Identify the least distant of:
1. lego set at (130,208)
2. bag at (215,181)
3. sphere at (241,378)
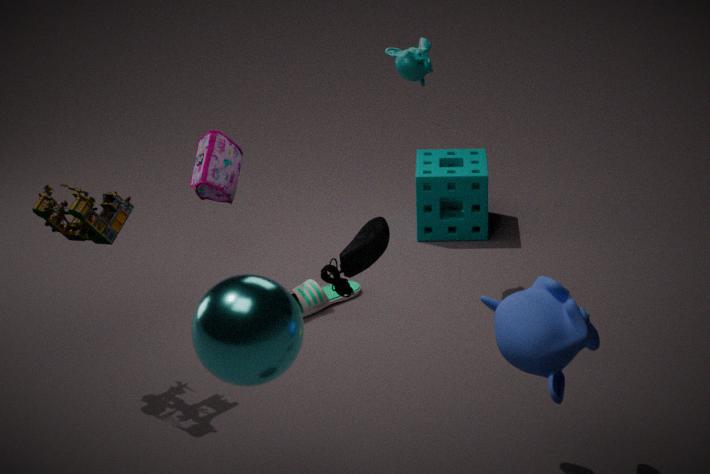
sphere at (241,378)
